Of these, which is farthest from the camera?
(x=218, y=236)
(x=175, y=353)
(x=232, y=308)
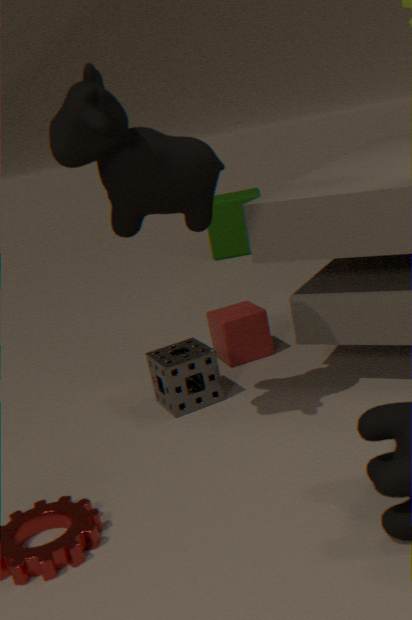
(x=218, y=236)
